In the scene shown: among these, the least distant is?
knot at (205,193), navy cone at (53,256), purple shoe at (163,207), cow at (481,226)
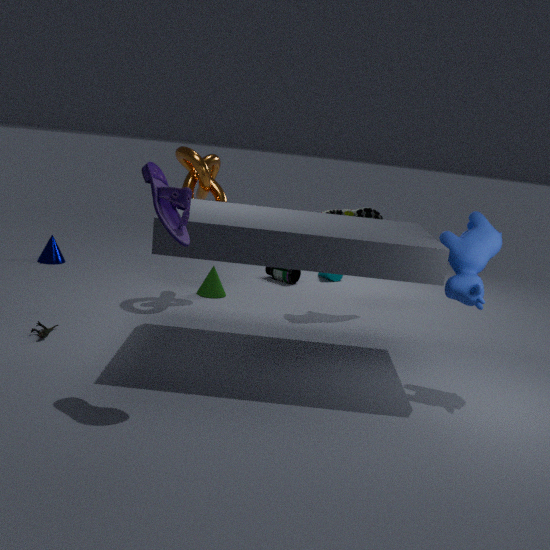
purple shoe at (163,207)
